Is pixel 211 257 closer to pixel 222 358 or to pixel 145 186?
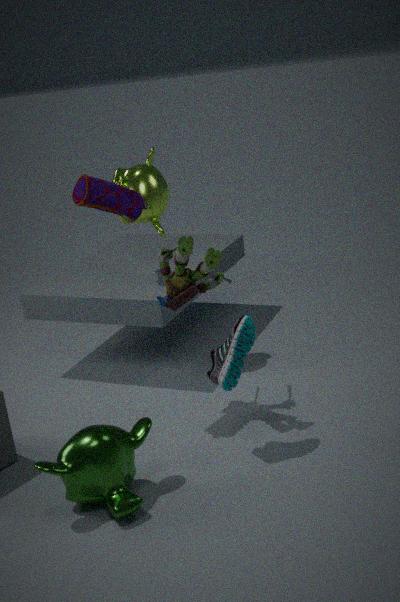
pixel 222 358
